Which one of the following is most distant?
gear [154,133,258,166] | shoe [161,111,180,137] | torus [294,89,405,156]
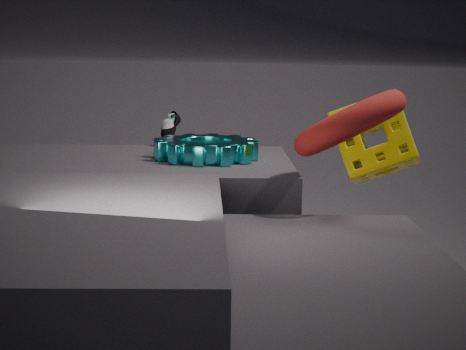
shoe [161,111,180,137]
